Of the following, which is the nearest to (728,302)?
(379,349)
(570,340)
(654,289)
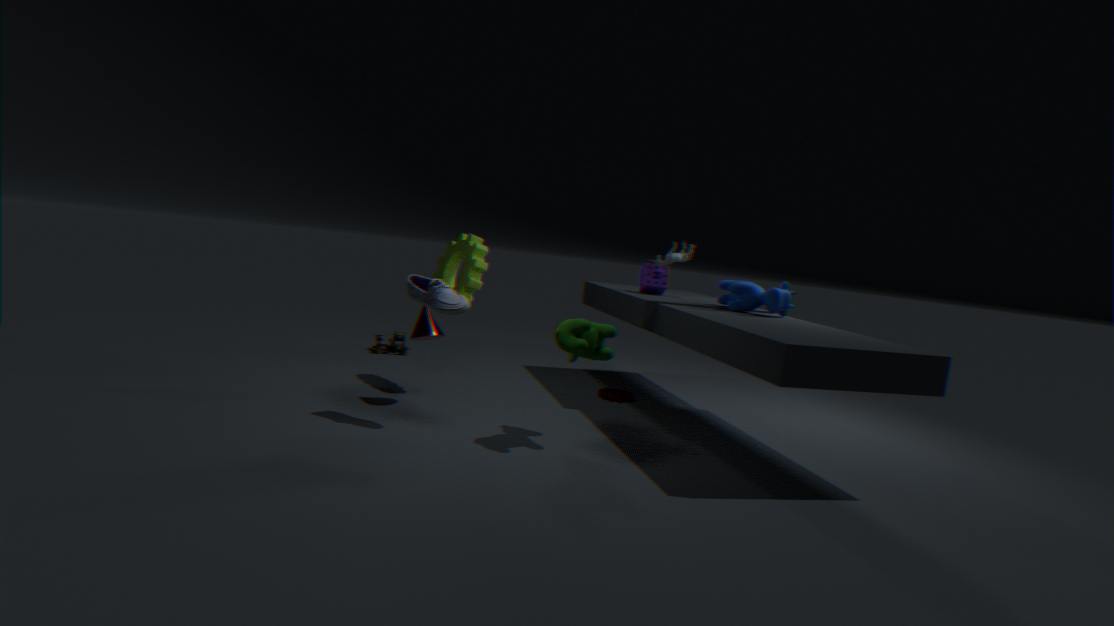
(654,289)
